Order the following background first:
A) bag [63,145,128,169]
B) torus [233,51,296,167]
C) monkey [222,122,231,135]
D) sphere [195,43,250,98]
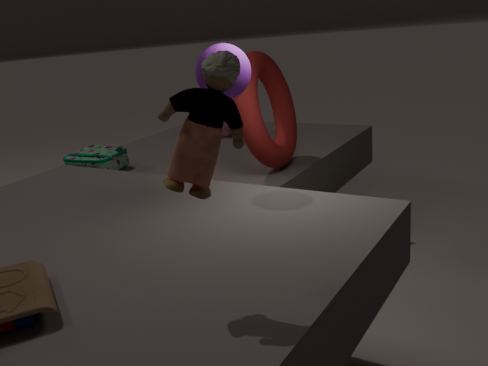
monkey [222,122,231,135], bag [63,145,128,169], torus [233,51,296,167], sphere [195,43,250,98]
